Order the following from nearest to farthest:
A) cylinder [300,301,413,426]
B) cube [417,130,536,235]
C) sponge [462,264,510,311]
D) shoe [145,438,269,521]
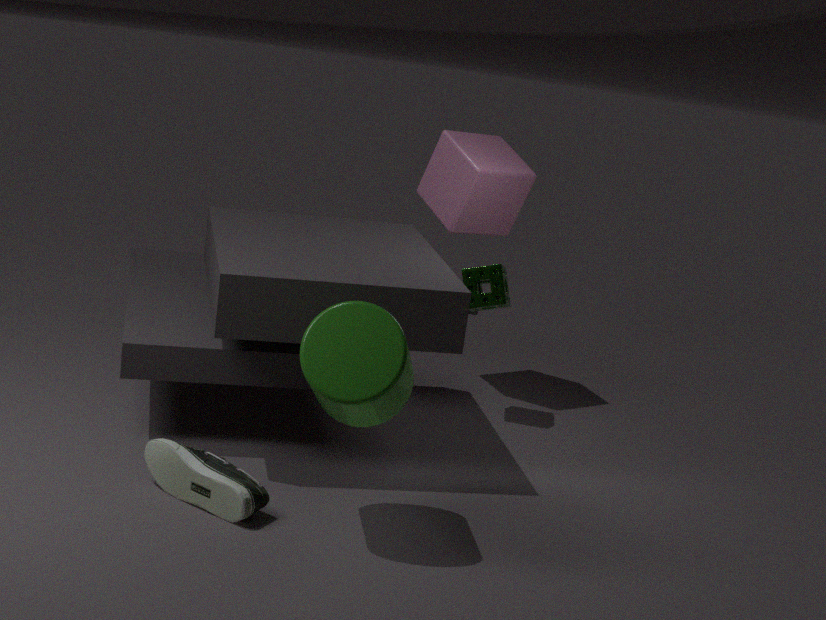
cylinder [300,301,413,426]
shoe [145,438,269,521]
sponge [462,264,510,311]
cube [417,130,536,235]
